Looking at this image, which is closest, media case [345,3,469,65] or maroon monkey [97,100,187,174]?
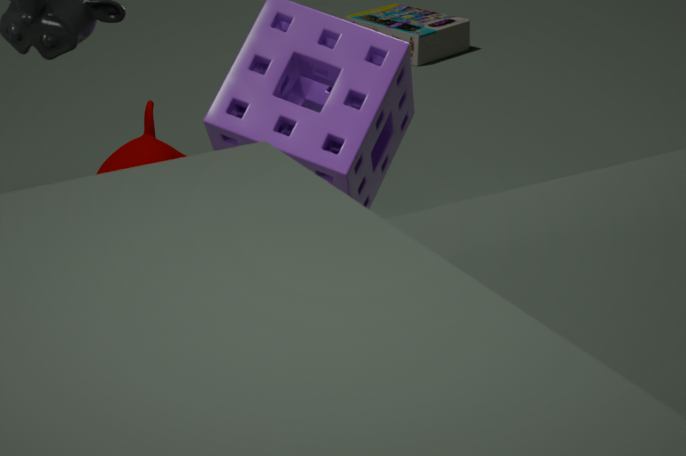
maroon monkey [97,100,187,174]
